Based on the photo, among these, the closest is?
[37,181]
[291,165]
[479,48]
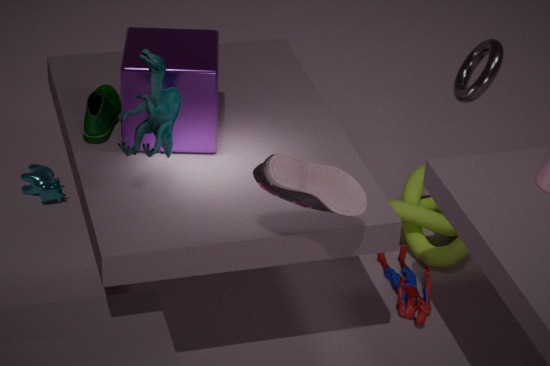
[291,165]
